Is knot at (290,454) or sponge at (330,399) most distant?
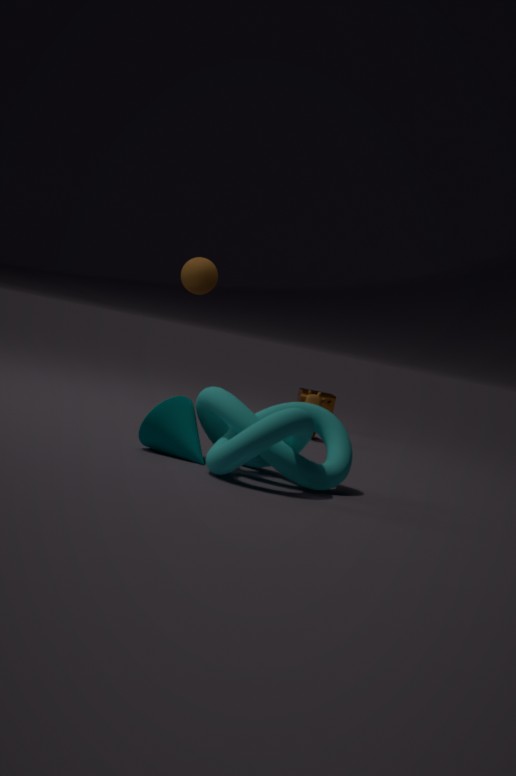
sponge at (330,399)
